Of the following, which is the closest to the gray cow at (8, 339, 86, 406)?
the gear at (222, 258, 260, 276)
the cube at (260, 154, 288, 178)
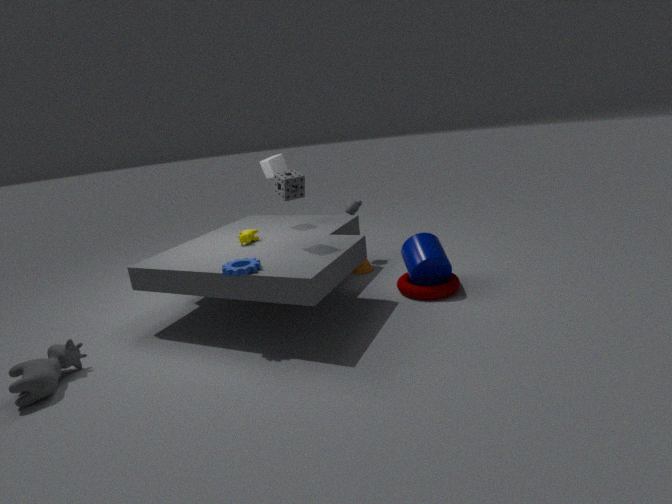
the gear at (222, 258, 260, 276)
